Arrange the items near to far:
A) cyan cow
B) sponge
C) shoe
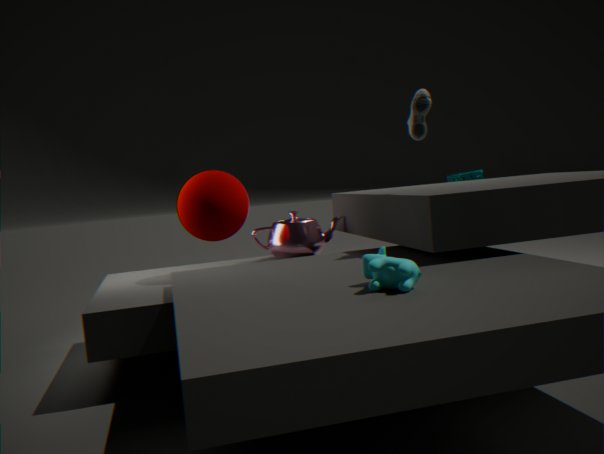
cyan cow, shoe, sponge
